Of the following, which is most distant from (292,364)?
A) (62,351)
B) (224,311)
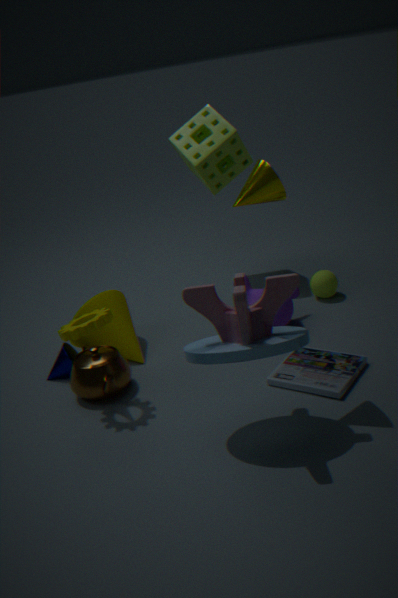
(62,351)
